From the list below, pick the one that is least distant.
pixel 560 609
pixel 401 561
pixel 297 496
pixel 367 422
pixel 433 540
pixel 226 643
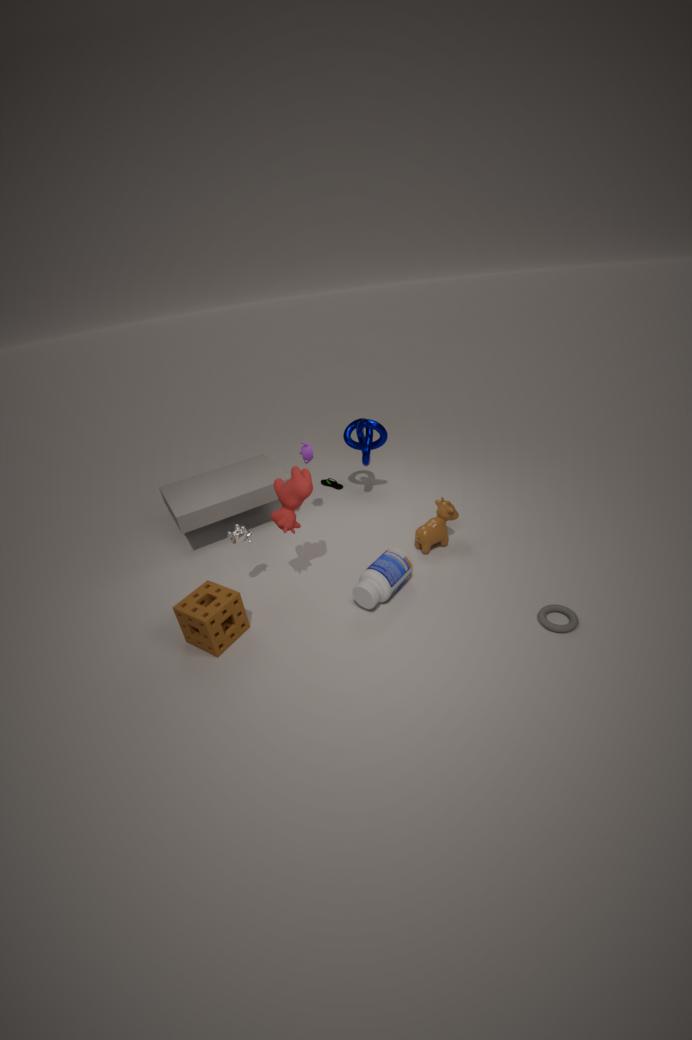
pixel 560 609
